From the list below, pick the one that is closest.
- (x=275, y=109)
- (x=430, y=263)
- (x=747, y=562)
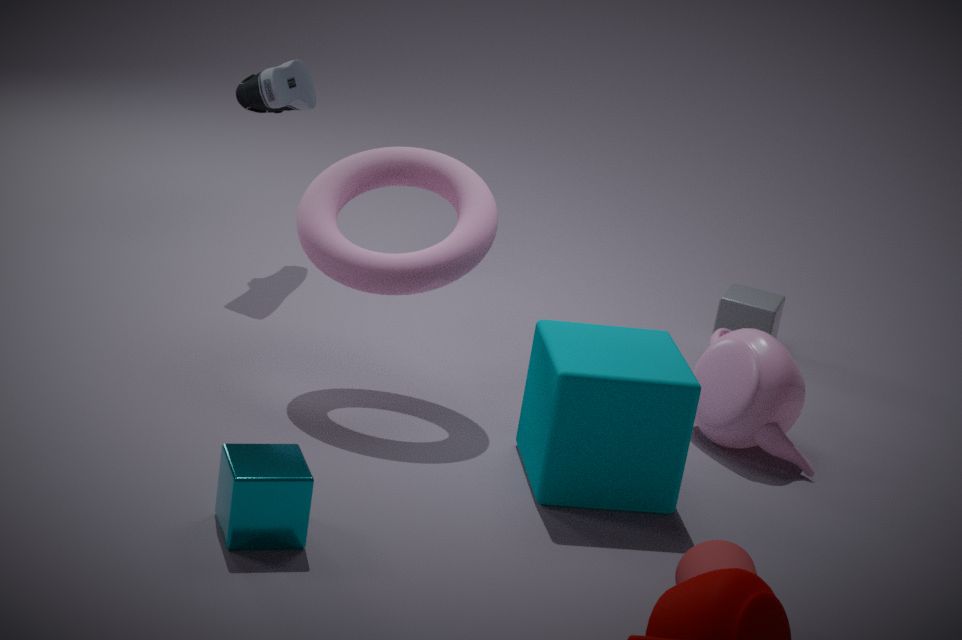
(x=747, y=562)
